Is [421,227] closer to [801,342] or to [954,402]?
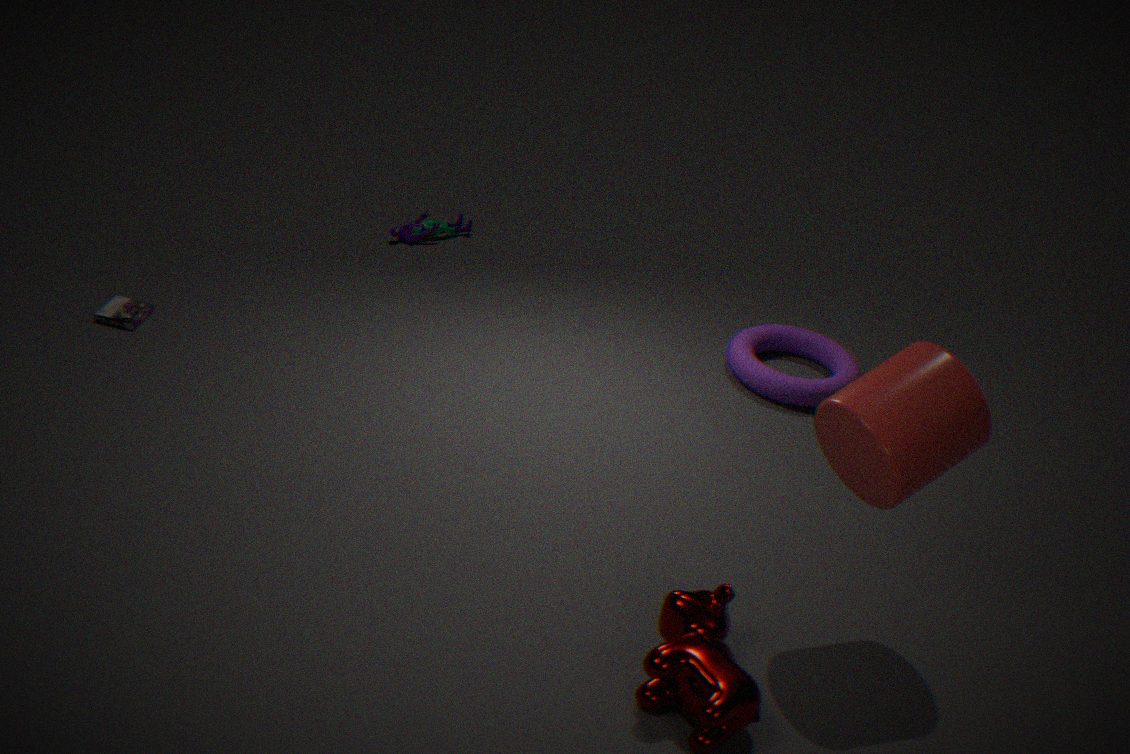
[801,342]
